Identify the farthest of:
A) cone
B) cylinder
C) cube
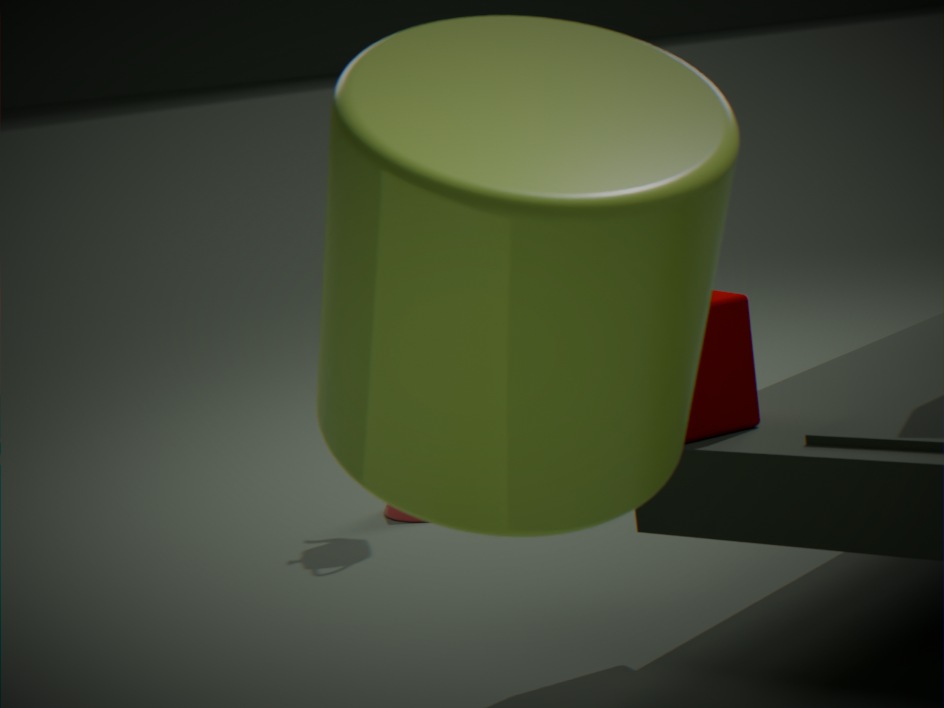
cone
